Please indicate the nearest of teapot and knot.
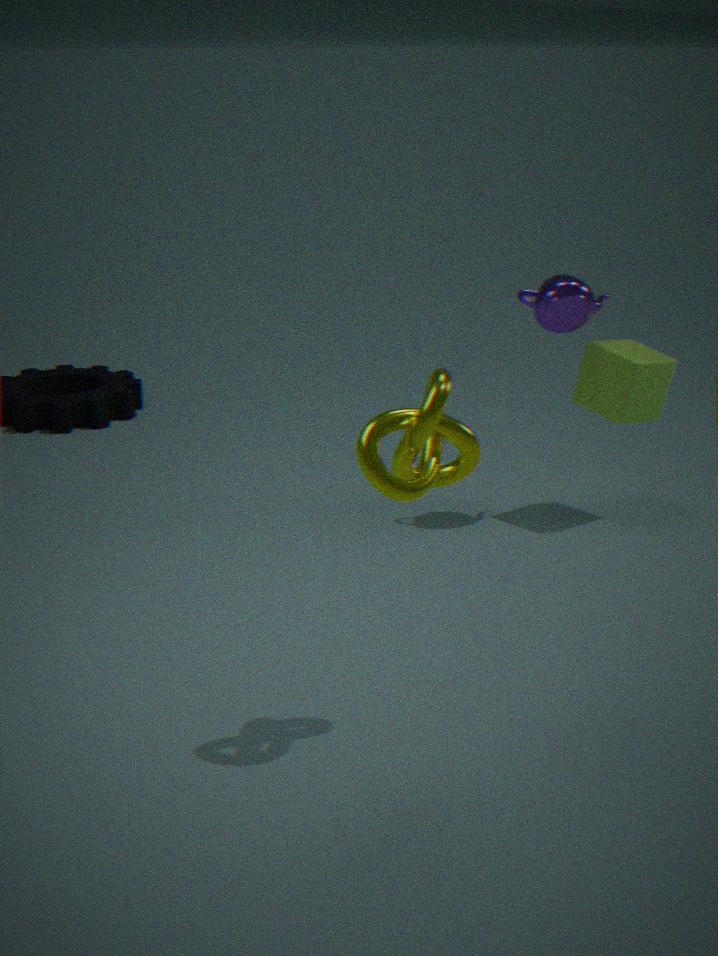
knot
